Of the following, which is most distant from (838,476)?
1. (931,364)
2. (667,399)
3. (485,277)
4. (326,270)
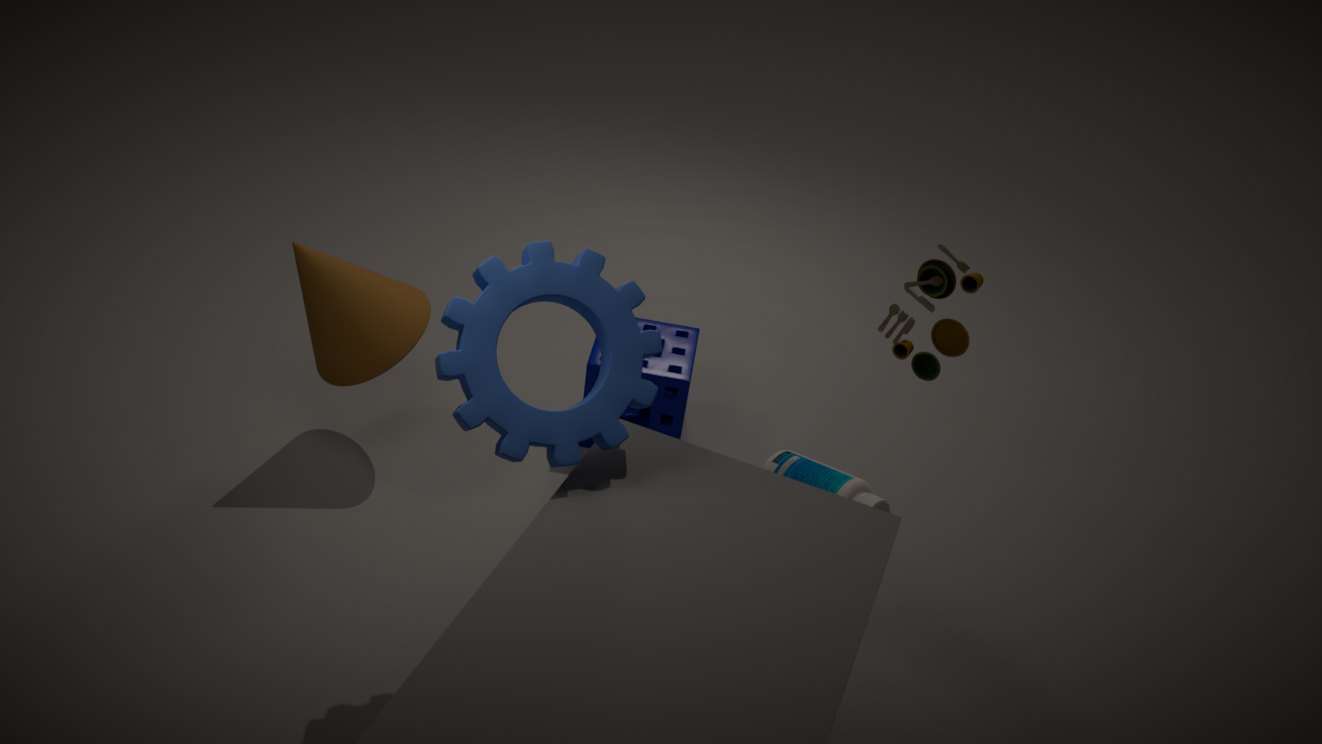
(326,270)
